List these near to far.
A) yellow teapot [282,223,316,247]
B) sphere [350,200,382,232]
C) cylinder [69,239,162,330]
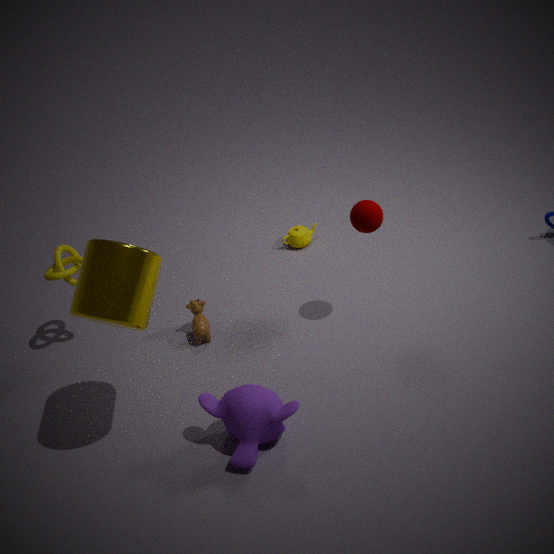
cylinder [69,239,162,330] < sphere [350,200,382,232] < yellow teapot [282,223,316,247]
